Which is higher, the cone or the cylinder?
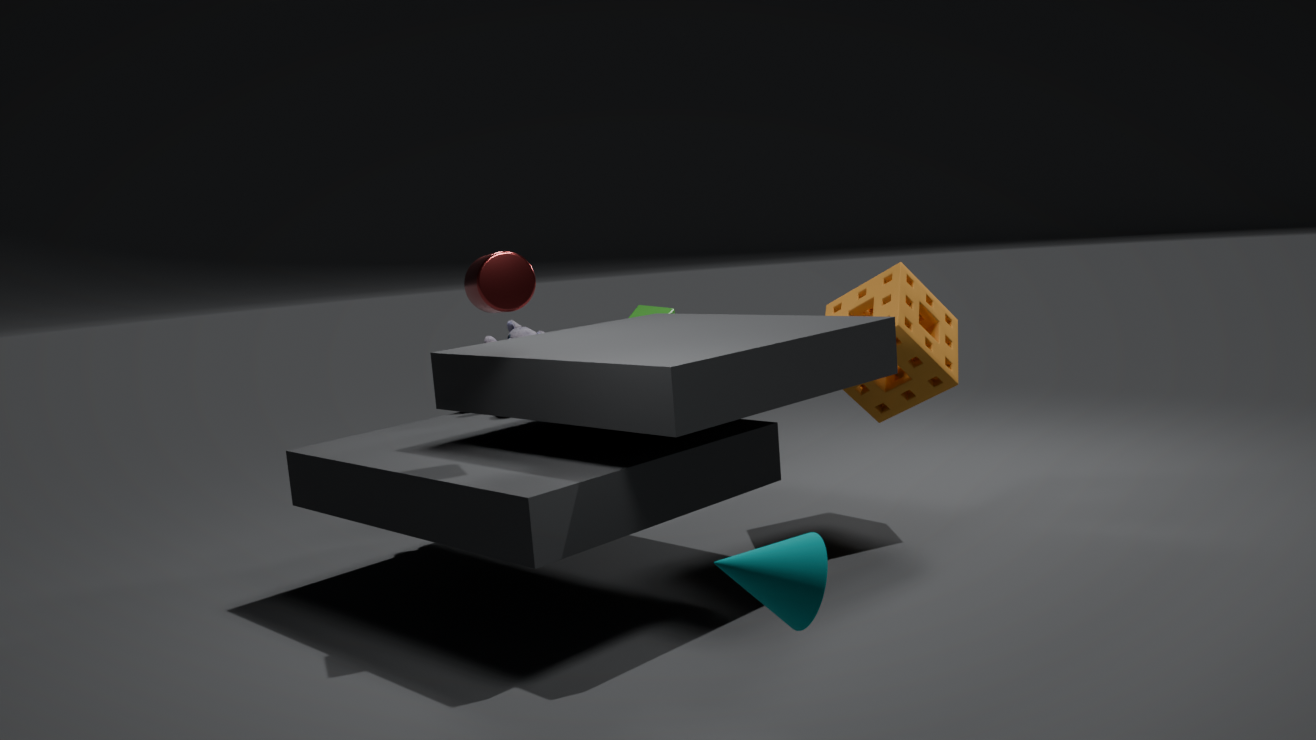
the cylinder
